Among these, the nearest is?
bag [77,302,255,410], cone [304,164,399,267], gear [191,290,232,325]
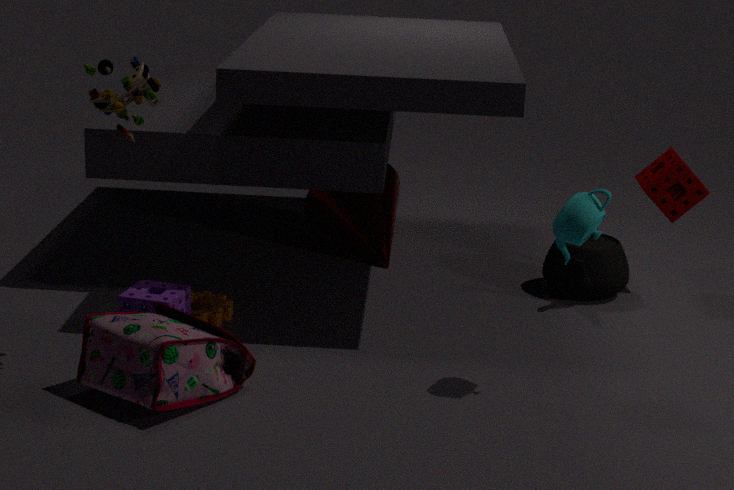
bag [77,302,255,410]
